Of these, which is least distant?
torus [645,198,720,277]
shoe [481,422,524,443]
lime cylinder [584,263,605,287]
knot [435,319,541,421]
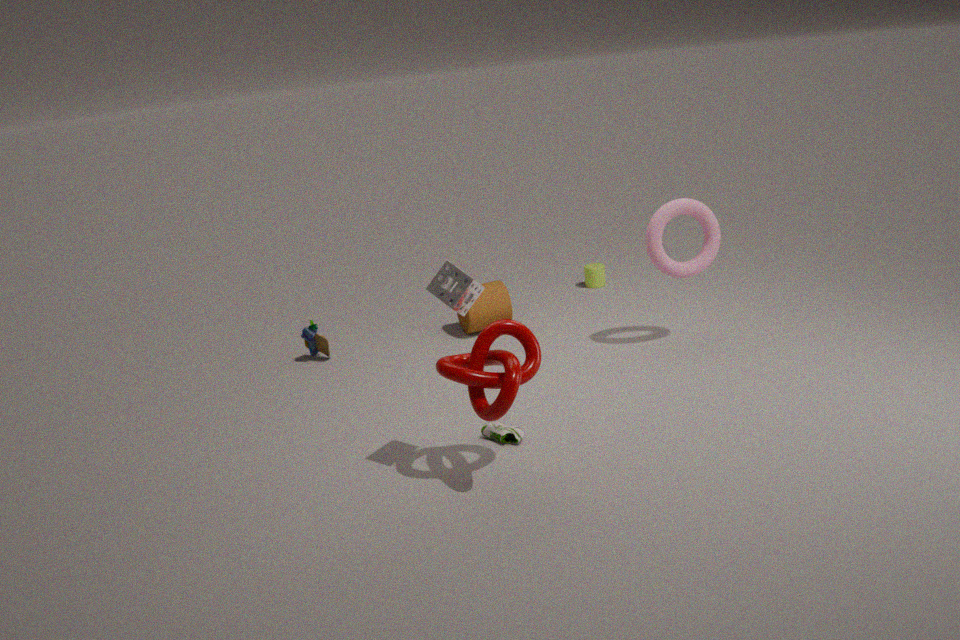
knot [435,319,541,421]
